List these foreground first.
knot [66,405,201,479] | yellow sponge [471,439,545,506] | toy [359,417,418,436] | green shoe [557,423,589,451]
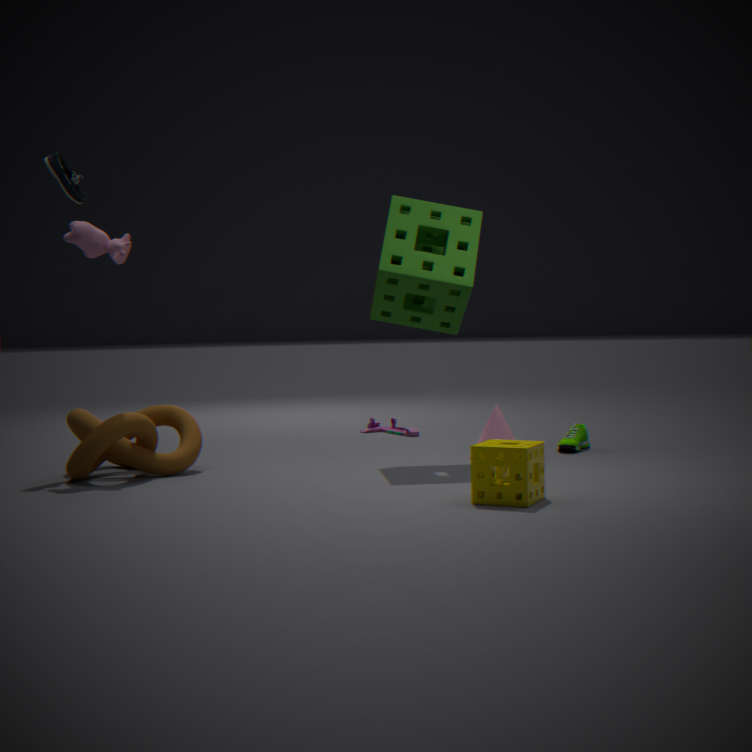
yellow sponge [471,439,545,506], knot [66,405,201,479], green shoe [557,423,589,451], toy [359,417,418,436]
